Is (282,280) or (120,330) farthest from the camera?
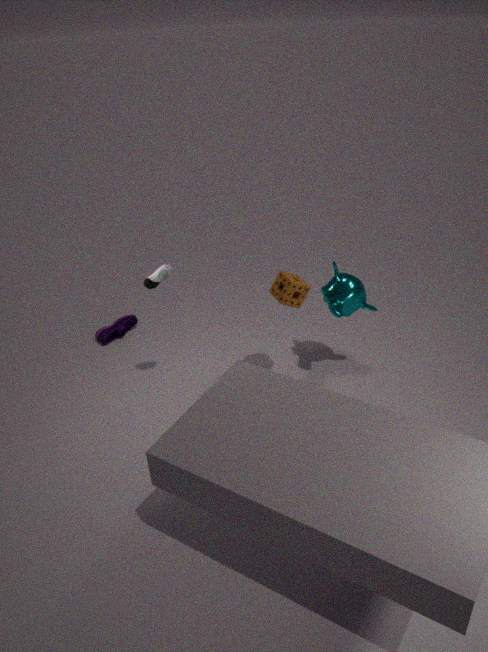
(120,330)
